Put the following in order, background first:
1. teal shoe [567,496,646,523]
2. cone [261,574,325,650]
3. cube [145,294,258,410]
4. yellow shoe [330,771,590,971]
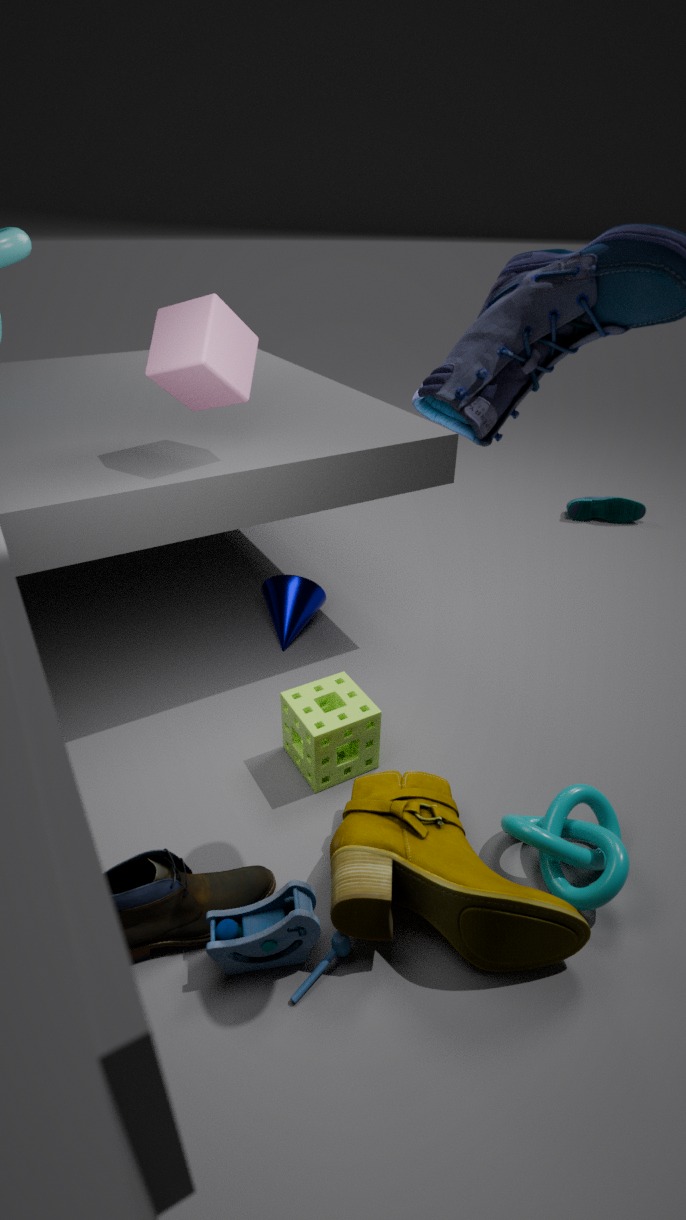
teal shoe [567,496,646,523] < cone [261,574,325,650] < cube [145,294,258,410] < yellow shoe [330,771,590,971]
